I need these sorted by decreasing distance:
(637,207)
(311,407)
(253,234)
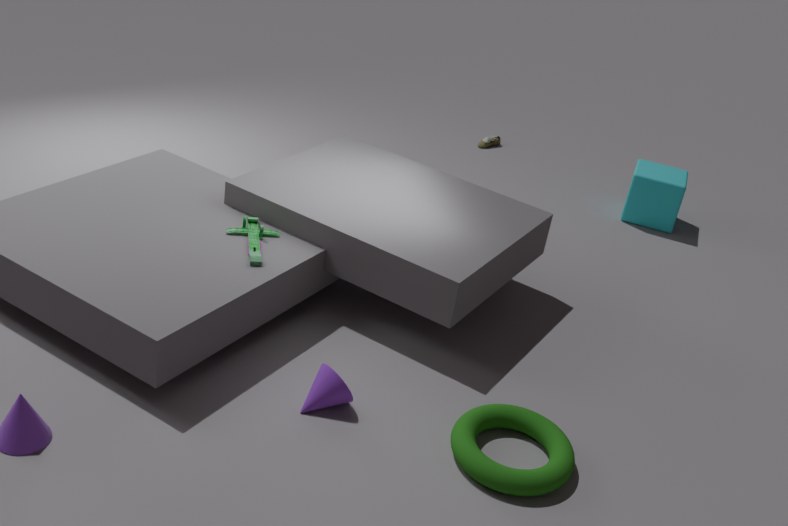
(637,207)
(253,234)
(311,407)
